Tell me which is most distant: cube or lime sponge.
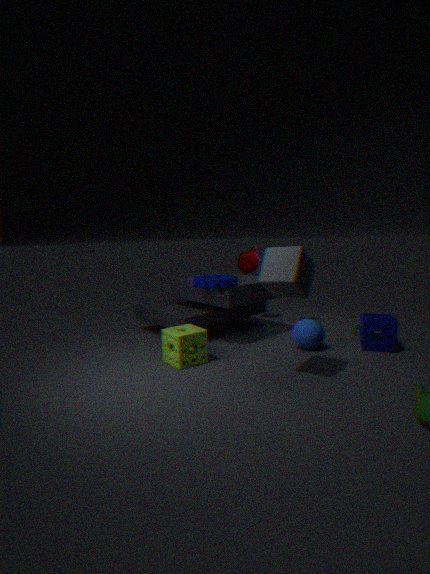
lime sponge
